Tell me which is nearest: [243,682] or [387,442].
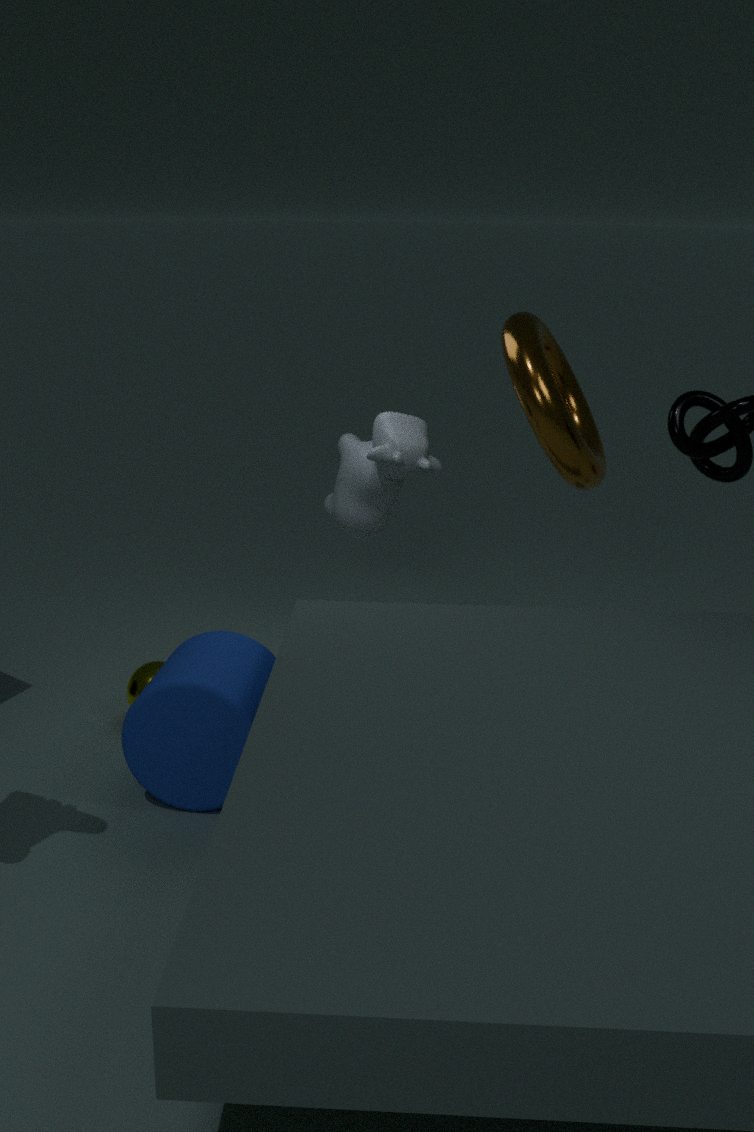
[243,682]
